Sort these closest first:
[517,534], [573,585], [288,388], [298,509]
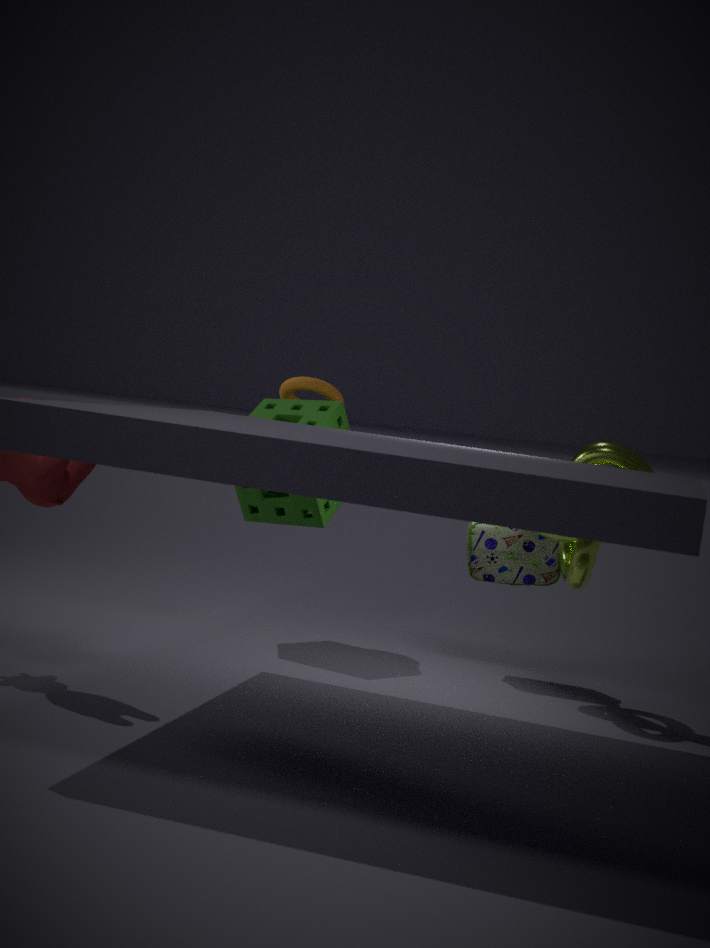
[573,585]
[517,534]
[298,509]
[288,388]
